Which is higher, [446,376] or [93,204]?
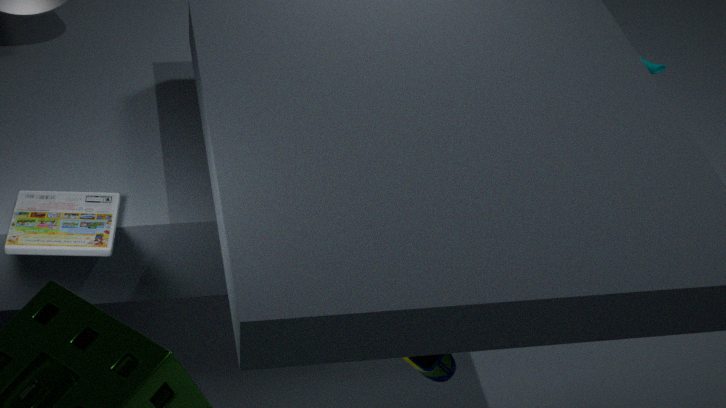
[93,204]
